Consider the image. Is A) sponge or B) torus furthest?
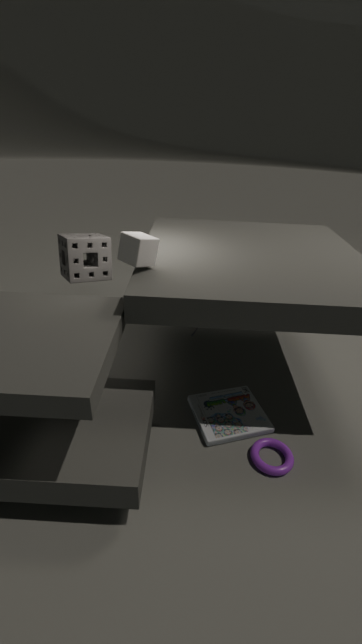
A. sponge
